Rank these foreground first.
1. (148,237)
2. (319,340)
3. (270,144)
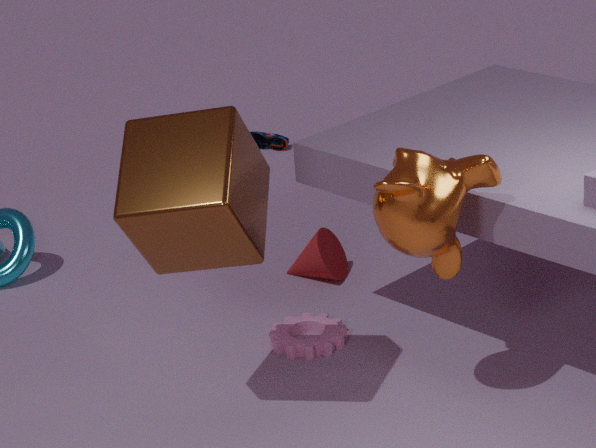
(148,237)
(319,340)
(270,144)
